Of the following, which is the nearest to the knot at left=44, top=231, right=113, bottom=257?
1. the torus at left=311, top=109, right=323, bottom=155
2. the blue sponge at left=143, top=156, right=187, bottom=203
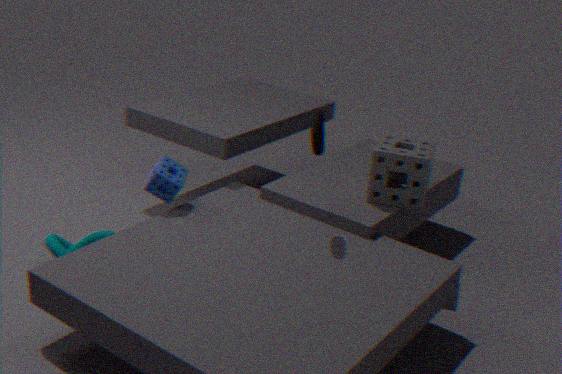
the blue sponge at left=143, top=156, right=187, bottom=203
